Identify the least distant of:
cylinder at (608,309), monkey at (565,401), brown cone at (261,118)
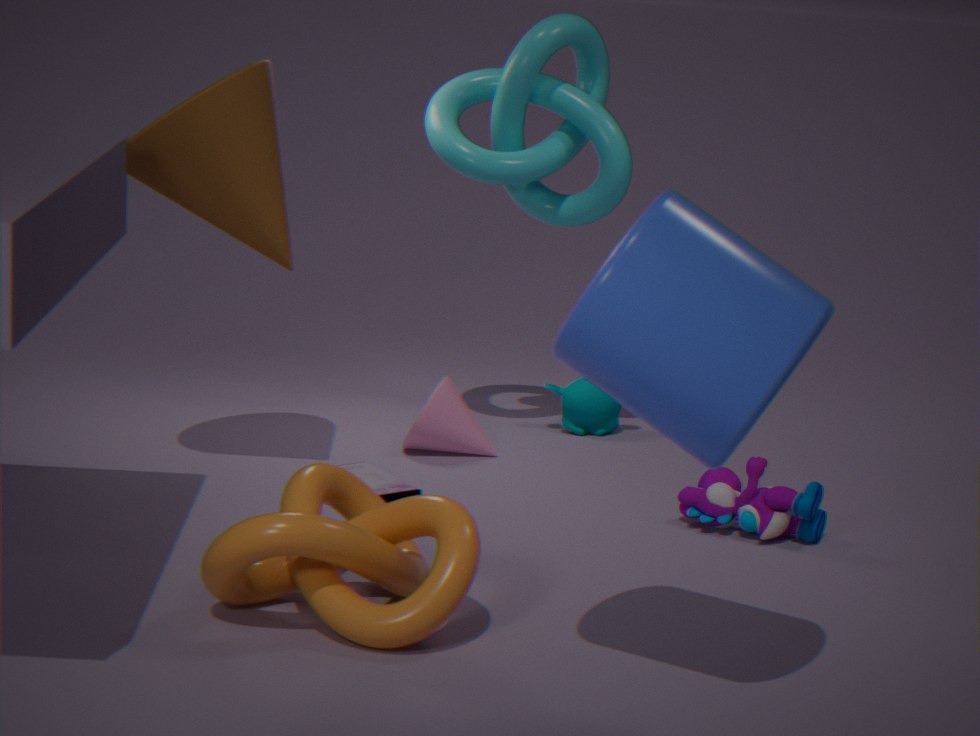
cylinder at (608,309)
